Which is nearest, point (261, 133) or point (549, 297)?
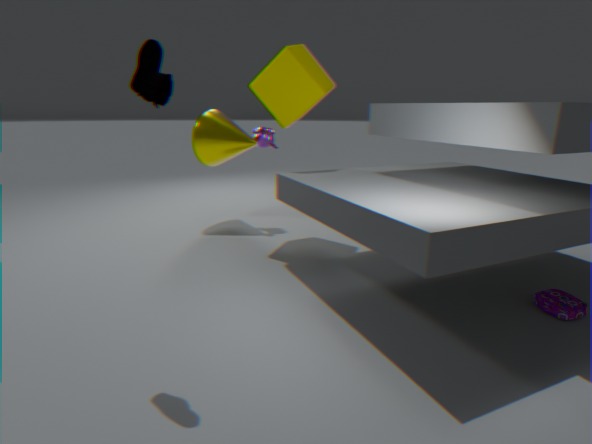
point (549, 297)
